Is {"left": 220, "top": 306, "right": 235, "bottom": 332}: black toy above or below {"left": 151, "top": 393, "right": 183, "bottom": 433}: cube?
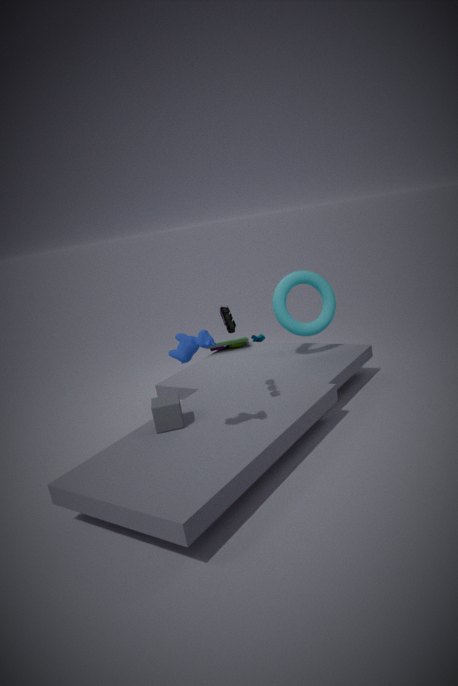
above
